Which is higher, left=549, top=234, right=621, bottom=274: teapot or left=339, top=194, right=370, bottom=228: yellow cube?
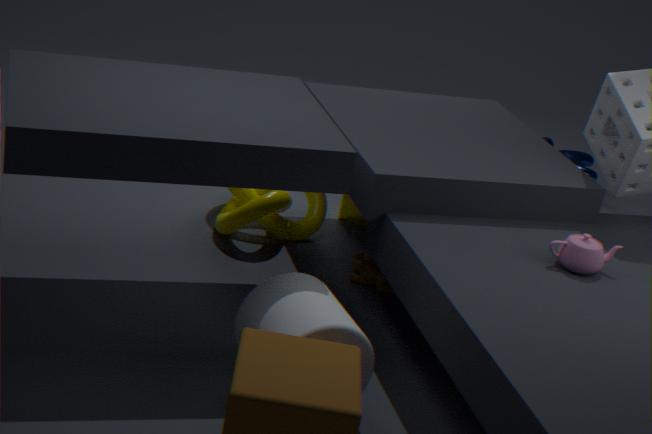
left=549, top=234, right=621, bottom=274: teapot
